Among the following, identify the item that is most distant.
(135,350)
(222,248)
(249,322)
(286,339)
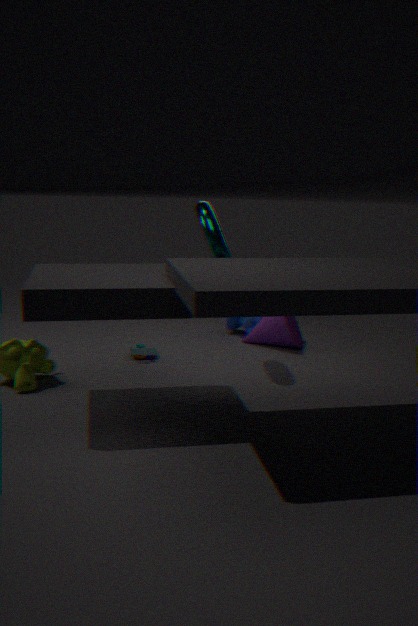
(249,322)
